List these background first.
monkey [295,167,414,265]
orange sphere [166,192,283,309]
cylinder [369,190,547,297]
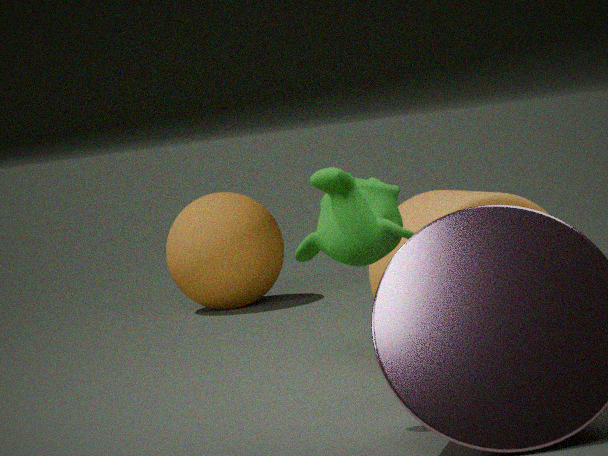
orange sphere [166,192,283,309] < cylinder [369,190,547,297] < monkey [295,167,414,265]
